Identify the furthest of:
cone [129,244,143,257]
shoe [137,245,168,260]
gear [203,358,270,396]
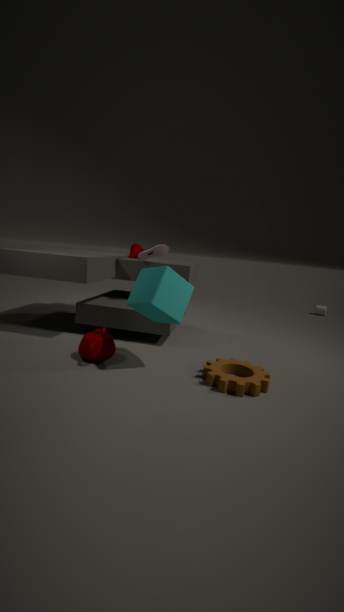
cone [129,244,143,257]
